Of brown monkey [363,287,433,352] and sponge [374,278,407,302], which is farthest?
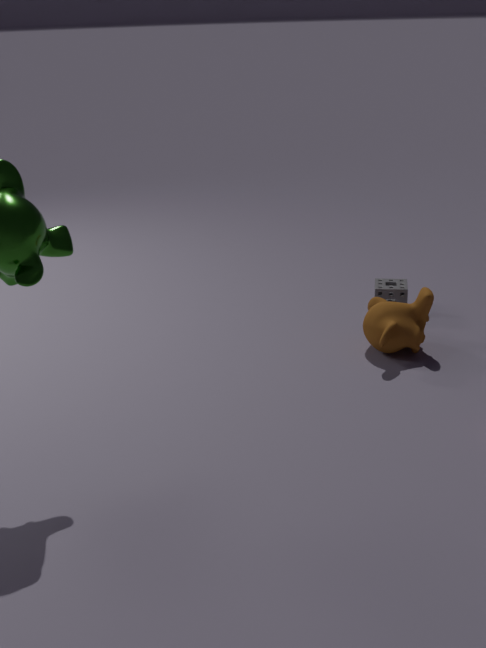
sponge [374,278,407,302]
